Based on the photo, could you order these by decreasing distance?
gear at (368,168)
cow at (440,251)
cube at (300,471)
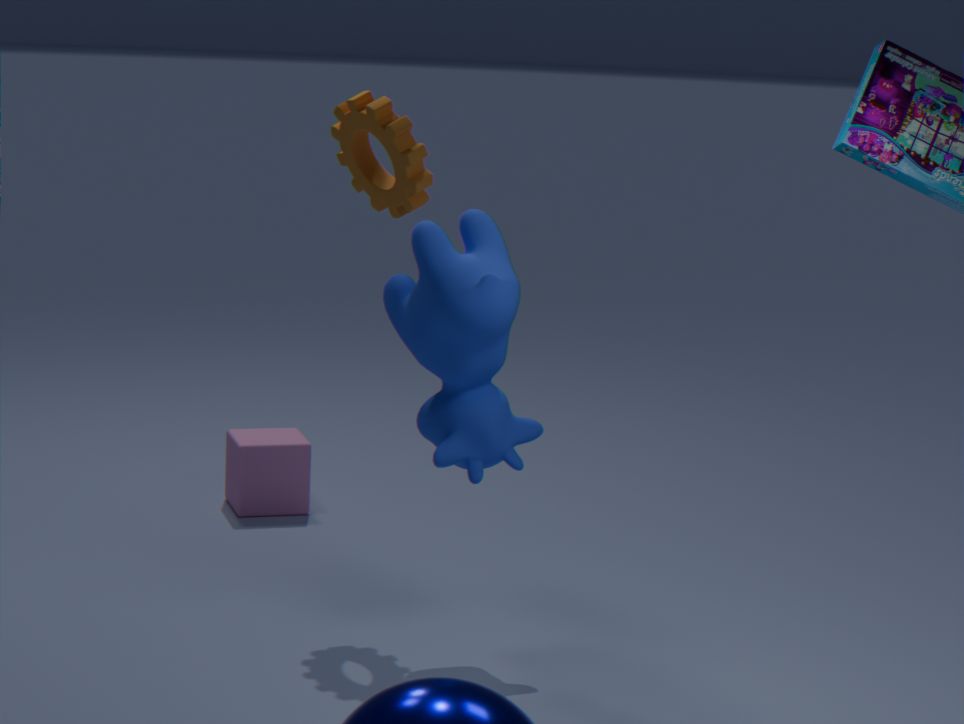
cube at (300,471), gear at (368,168), cow at (440,251)
